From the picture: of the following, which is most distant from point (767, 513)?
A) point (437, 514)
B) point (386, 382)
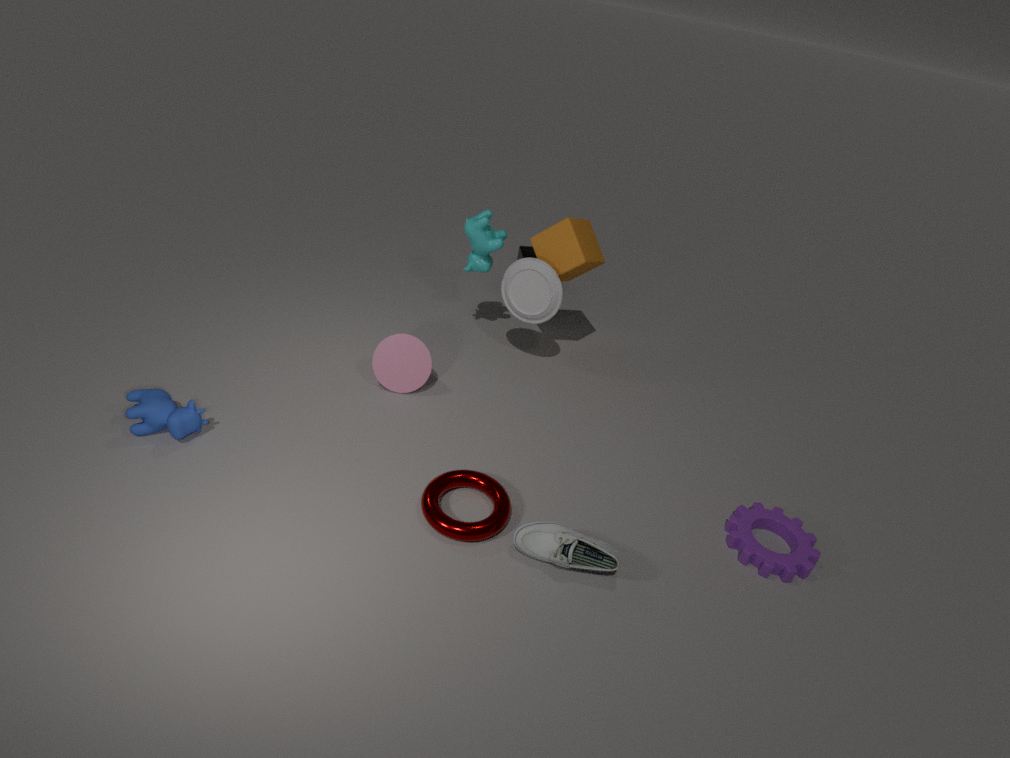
point (386, 382)
